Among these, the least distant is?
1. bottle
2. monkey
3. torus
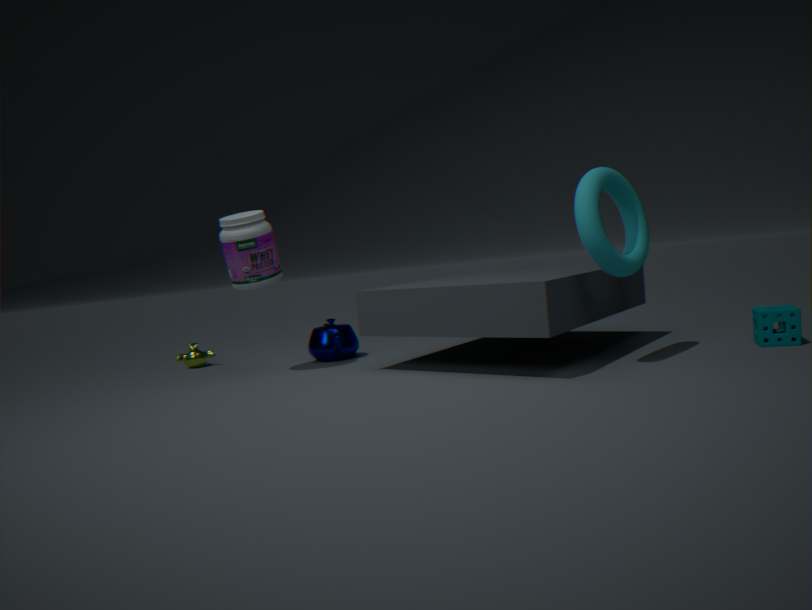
torus
